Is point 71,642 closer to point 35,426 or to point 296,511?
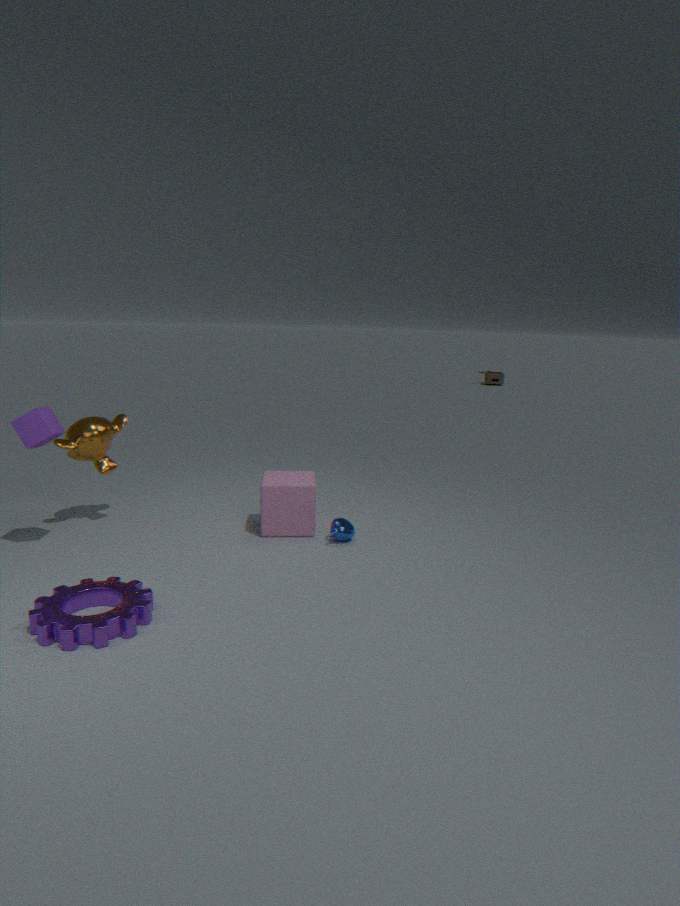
point 35,426
